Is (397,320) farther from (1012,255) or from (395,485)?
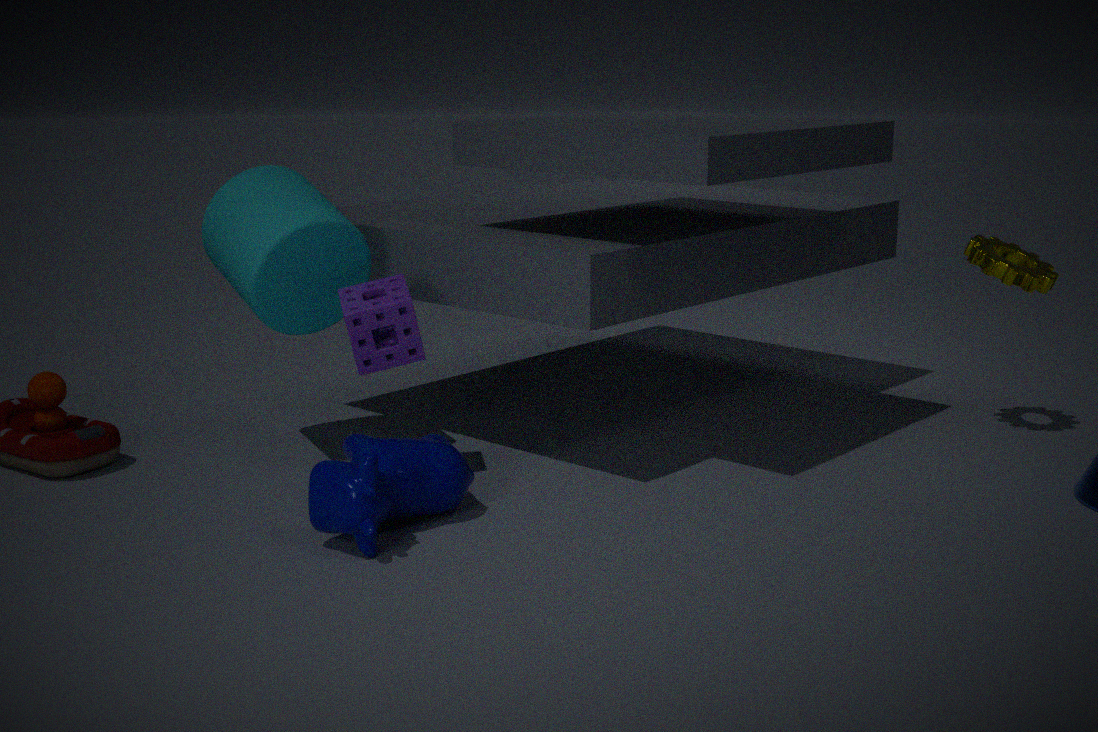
(1012,255)
